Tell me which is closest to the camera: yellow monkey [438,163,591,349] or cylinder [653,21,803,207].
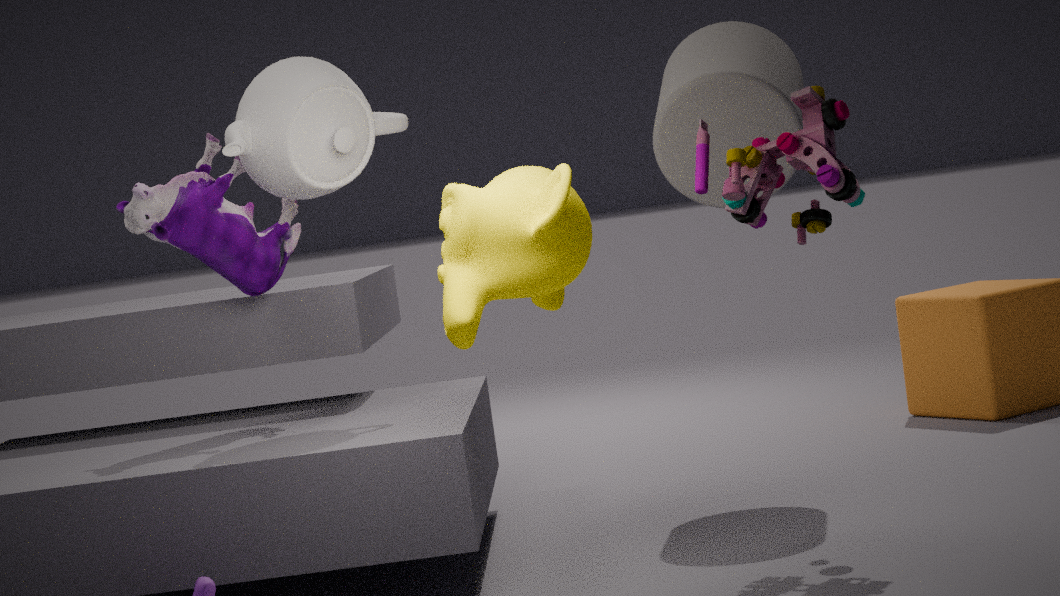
yellow monkey [438,163,591,349]
